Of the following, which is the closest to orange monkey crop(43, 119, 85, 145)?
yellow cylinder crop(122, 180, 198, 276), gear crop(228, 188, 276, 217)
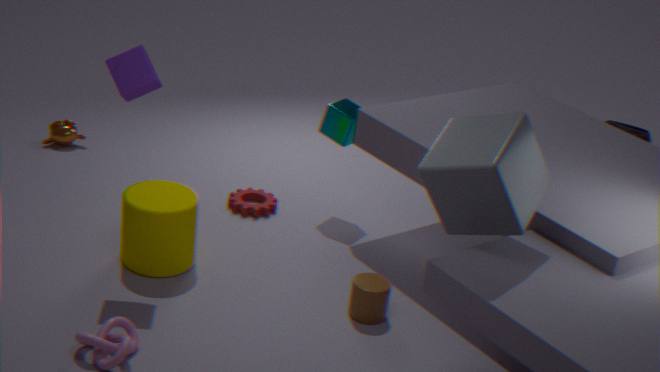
gear crop(228, 188, 276, 217)
